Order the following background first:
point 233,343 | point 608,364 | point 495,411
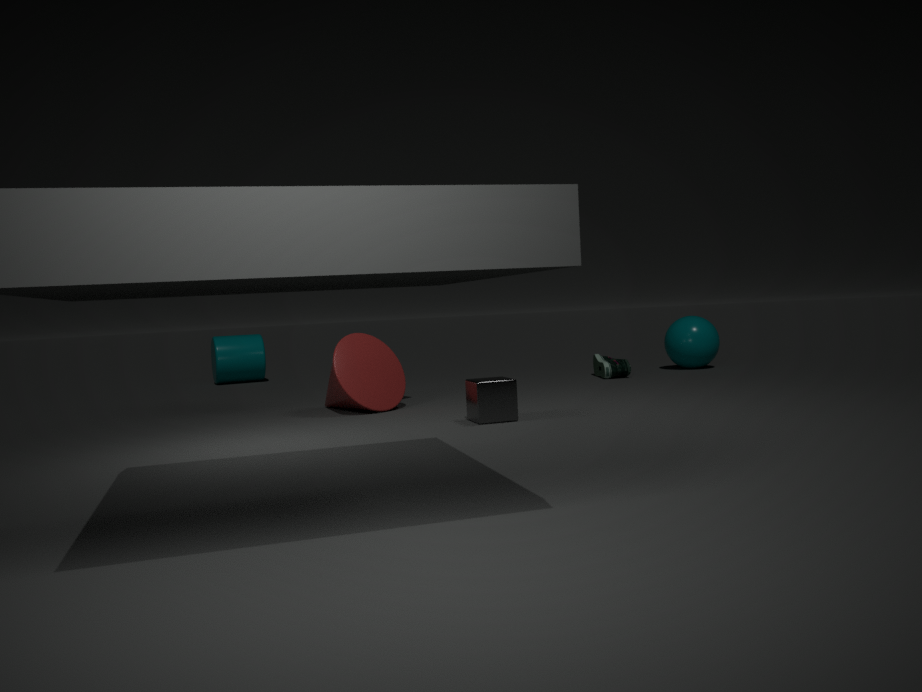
point 233,343, point 608,364, point 495,411
